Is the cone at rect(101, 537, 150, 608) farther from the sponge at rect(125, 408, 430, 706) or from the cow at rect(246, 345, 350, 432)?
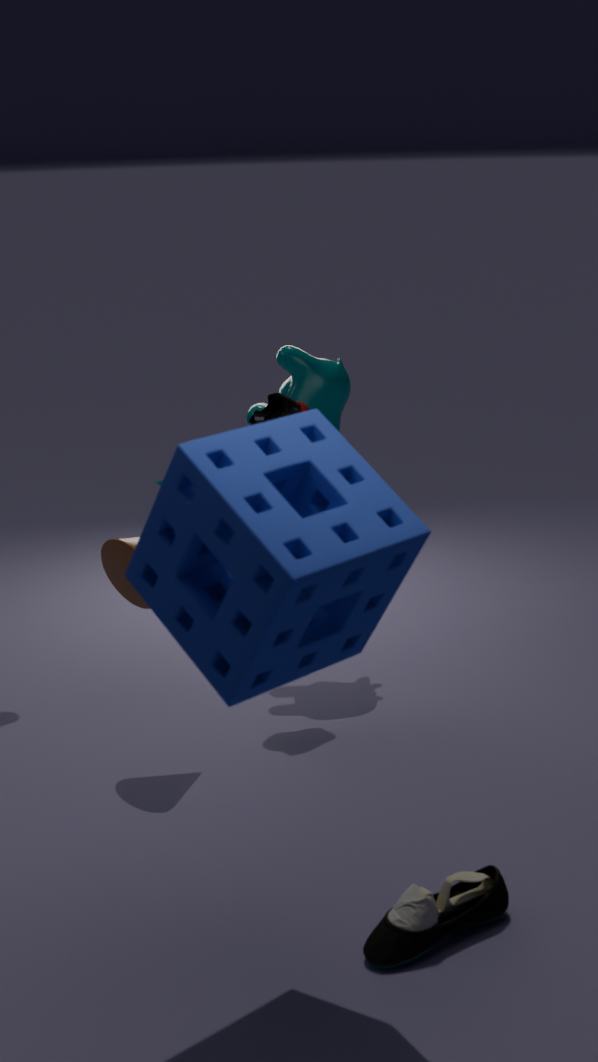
the sponge at rect(125, 408, 430, 706)
